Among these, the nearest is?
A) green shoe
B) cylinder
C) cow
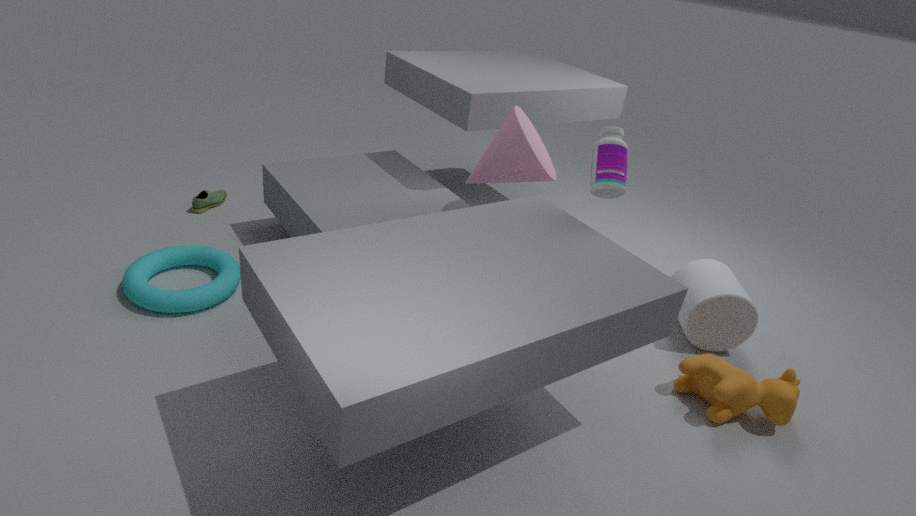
C. cow
